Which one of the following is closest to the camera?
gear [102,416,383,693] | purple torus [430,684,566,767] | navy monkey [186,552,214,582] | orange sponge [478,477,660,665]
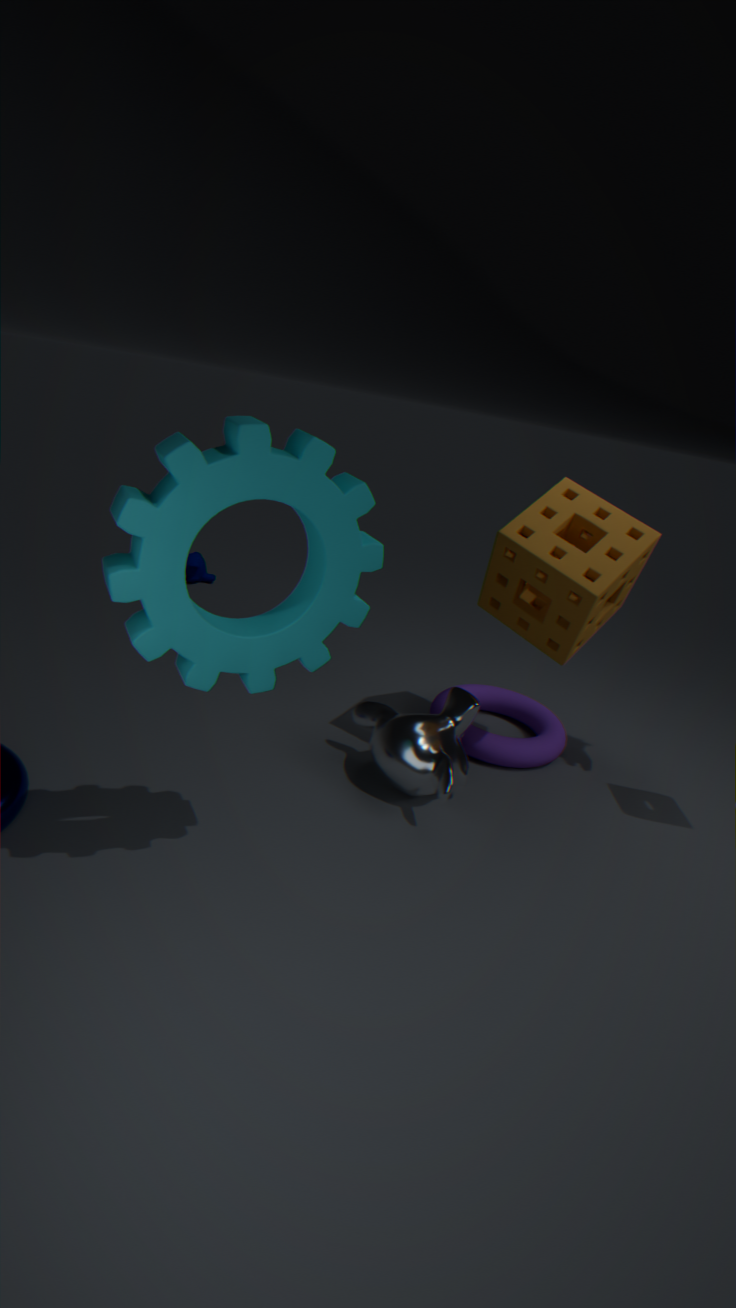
gear [102,416,383,693]
